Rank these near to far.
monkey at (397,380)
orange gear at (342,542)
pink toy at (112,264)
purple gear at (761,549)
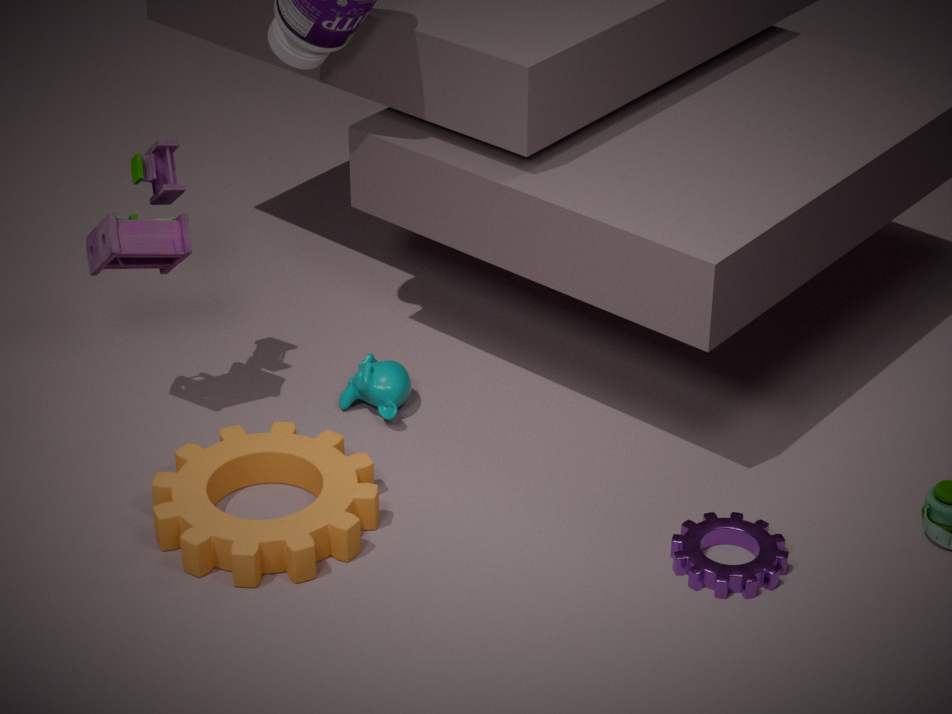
purple gear at (761,549) → orange gear at (342,542) → pink toy at (112,264) → monkey at (397,380)
